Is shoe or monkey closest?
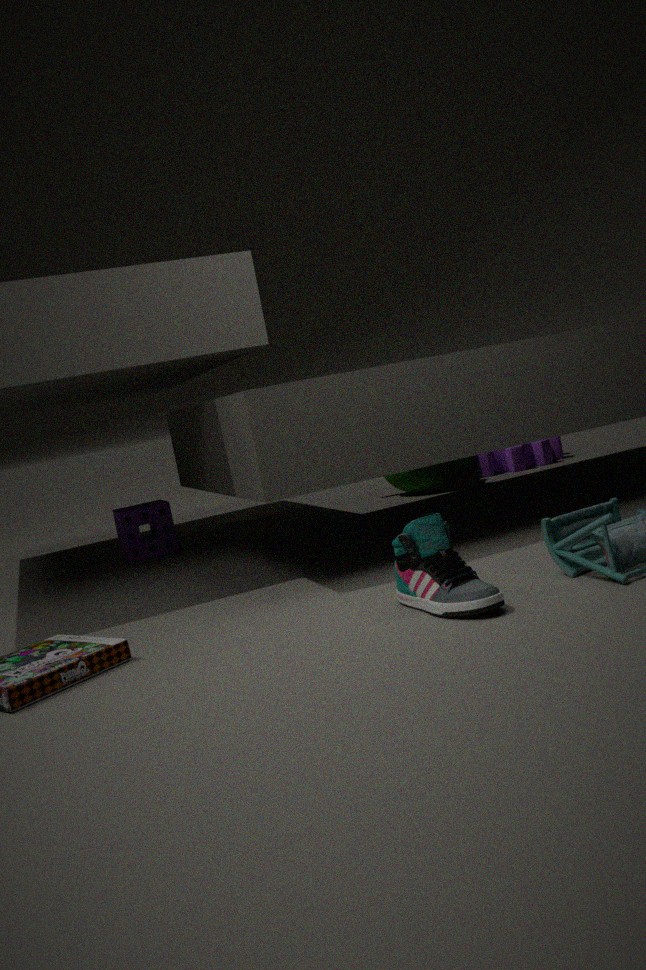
shoe
